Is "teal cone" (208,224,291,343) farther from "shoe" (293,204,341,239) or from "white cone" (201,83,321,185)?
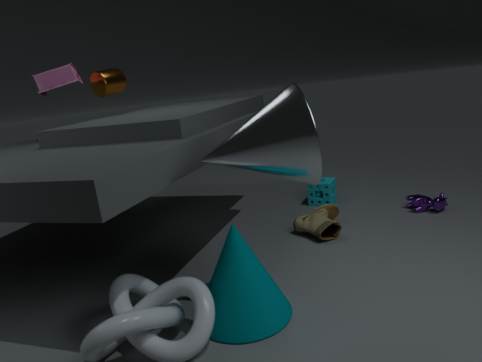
"shoe" (293,204,341,239)
